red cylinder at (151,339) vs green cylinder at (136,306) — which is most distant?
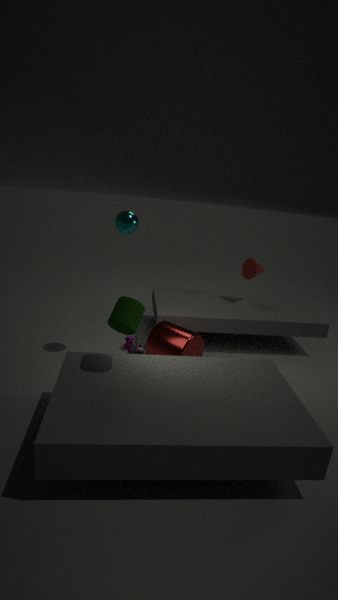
red cylinder at (151,339)
